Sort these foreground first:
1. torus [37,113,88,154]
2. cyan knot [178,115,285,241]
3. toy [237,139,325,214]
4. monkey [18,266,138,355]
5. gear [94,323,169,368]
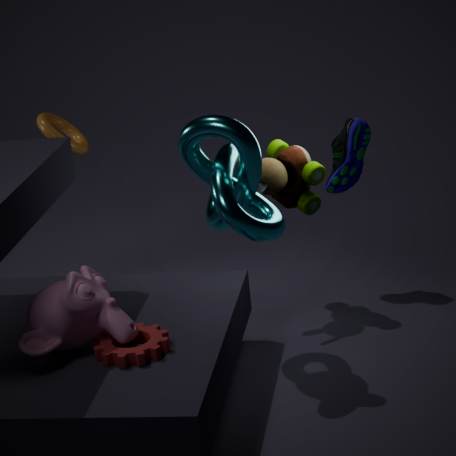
monkey [18,266,138,355], gear [94,323,169,368], cyan knot [178,115,285,241], toy [237,139,325,214], torus [37,113,88,154]
